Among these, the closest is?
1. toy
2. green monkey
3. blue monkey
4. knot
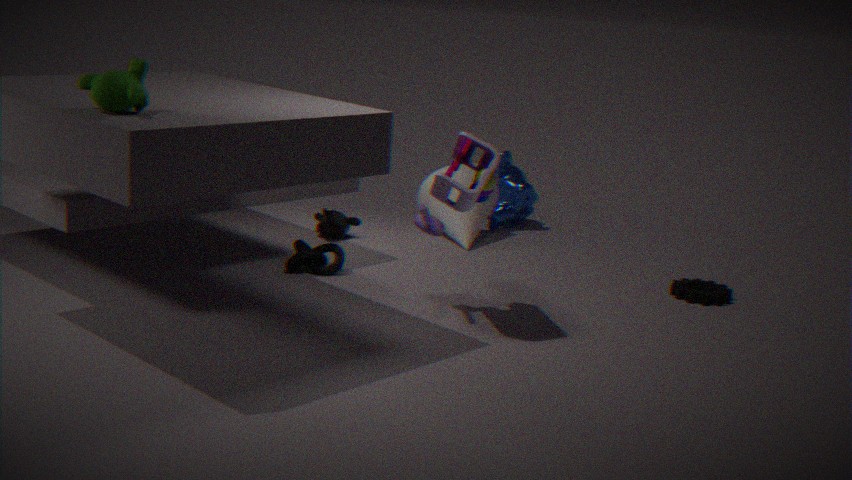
green monkey
